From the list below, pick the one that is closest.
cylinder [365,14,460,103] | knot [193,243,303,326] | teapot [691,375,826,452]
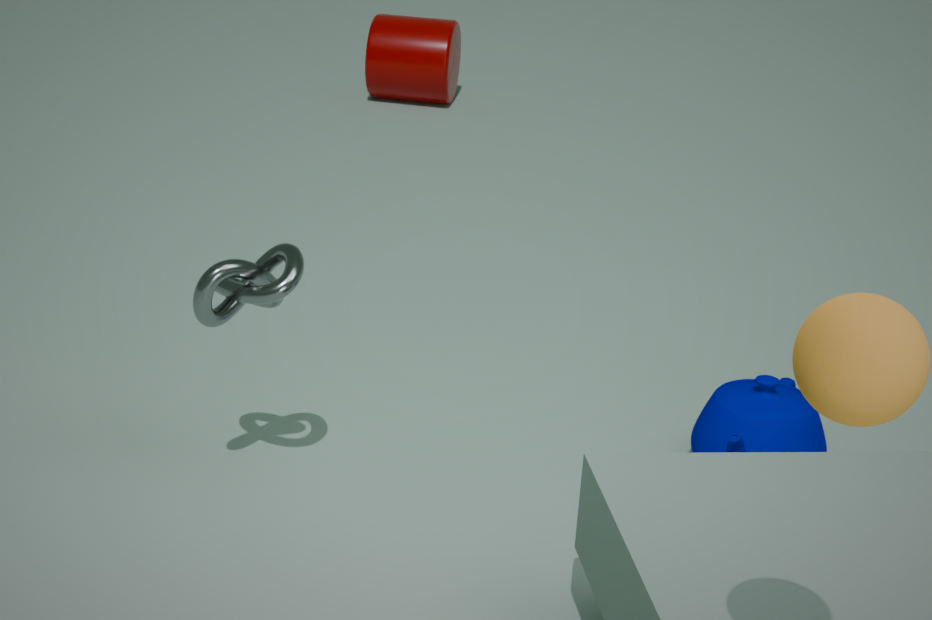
knot [193,243,303,326]
